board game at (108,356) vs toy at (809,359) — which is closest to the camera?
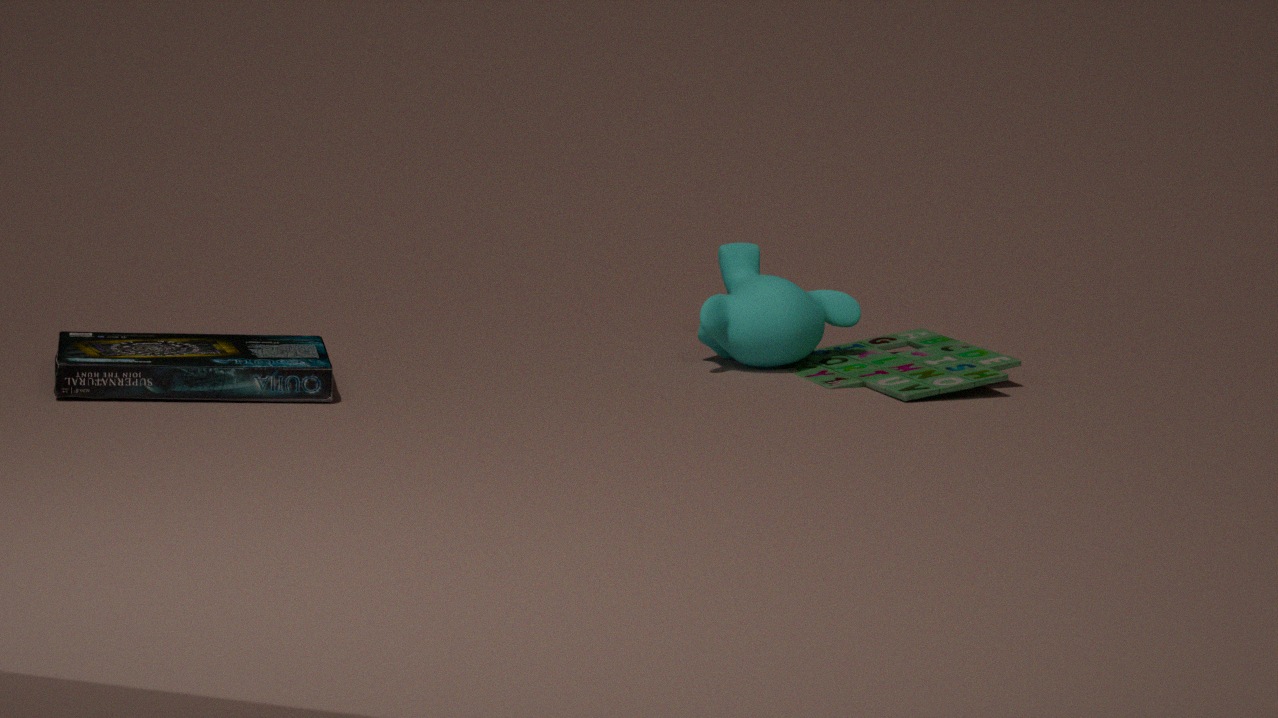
board game at (108,356)
